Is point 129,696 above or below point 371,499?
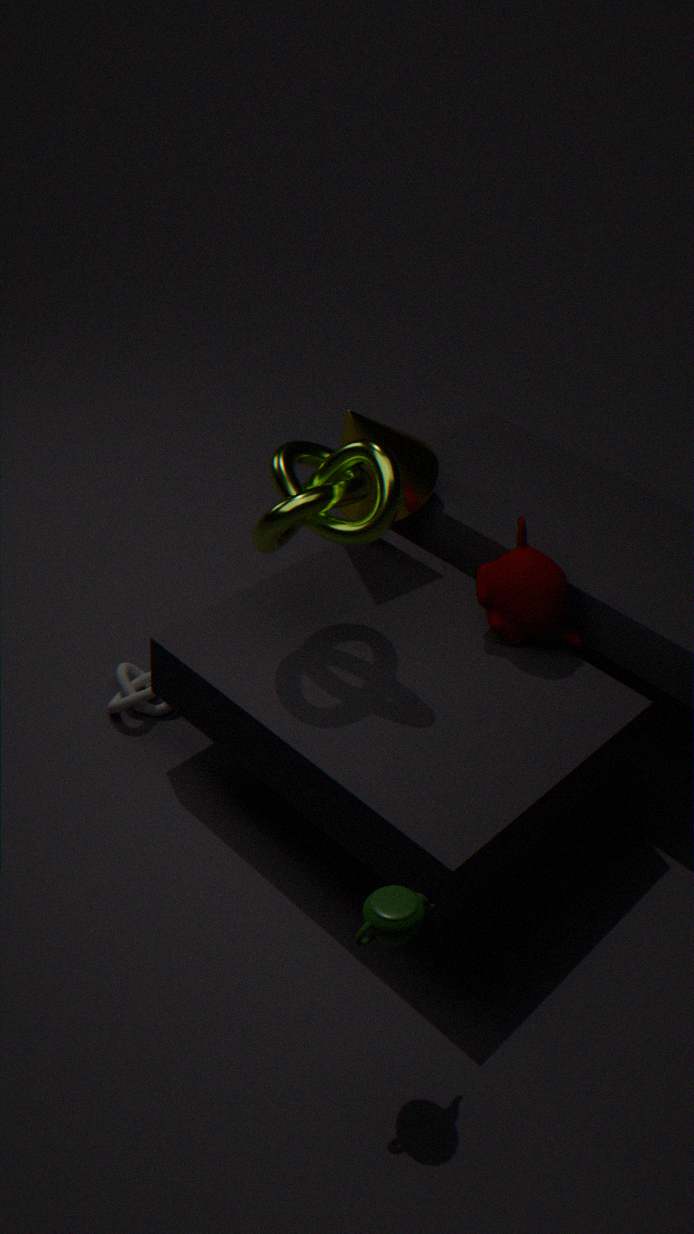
below
